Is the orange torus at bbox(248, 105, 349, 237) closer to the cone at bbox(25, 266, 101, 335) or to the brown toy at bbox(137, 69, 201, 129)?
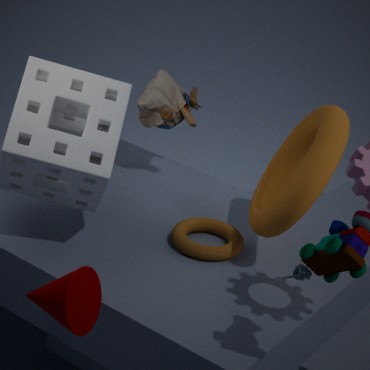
the brown toy at bbox(137, 69, 201, 129)
